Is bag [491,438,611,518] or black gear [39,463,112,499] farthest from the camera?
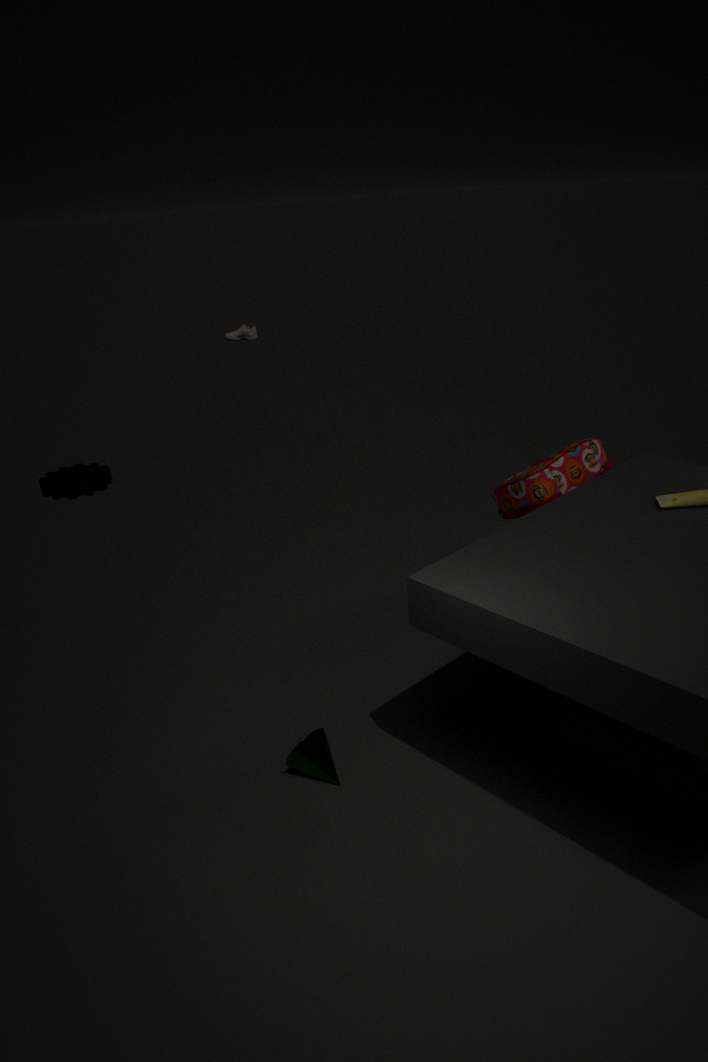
black gear [39,463,112,499]
